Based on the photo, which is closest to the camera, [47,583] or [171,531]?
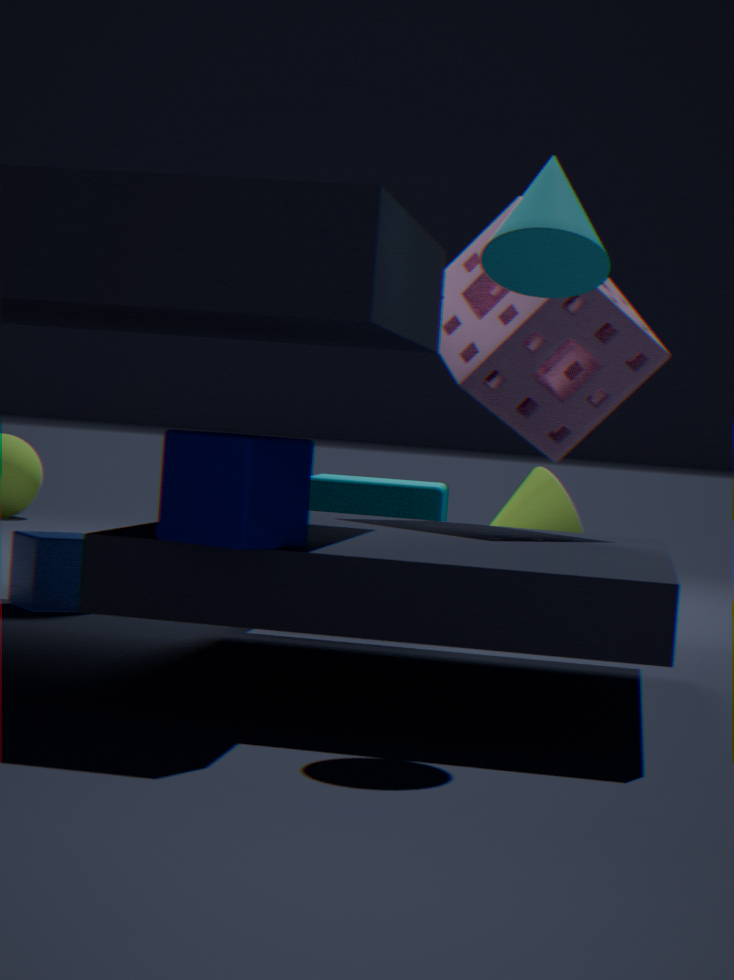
[171,531]
